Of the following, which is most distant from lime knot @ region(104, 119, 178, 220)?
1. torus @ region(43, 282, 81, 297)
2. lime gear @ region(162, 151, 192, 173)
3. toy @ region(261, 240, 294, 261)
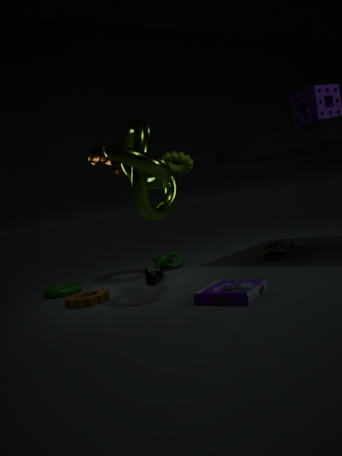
lime gear @ region(162, 151, 192, 173)
